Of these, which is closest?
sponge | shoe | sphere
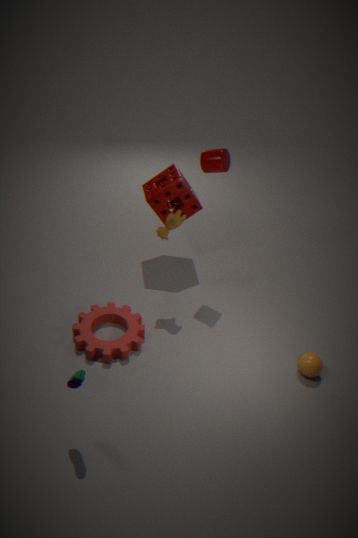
shoe
